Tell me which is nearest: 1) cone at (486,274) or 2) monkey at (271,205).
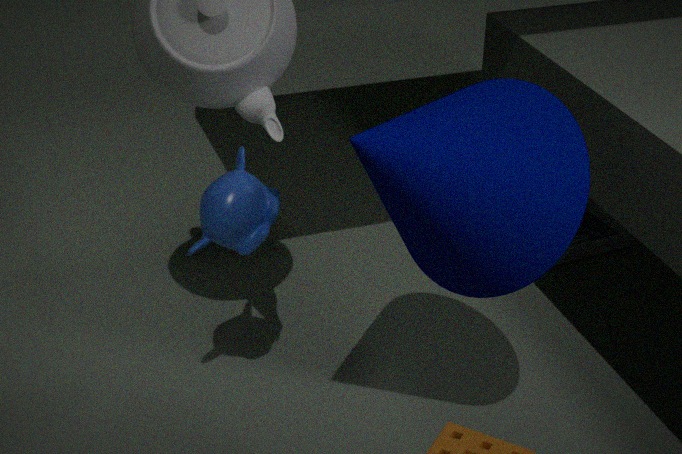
1. cone at (486,274)
